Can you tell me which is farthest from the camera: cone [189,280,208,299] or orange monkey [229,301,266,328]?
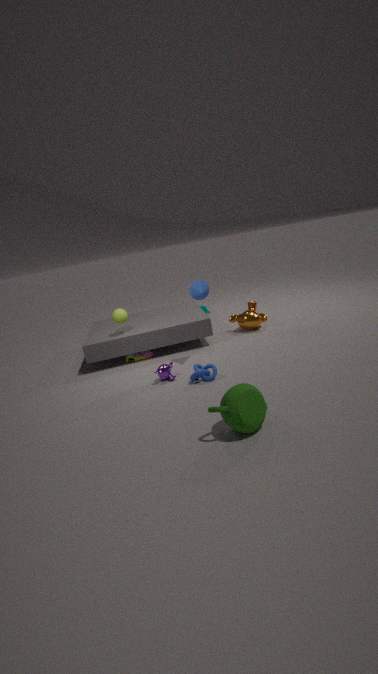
orange monkey [229,301,266,328]
